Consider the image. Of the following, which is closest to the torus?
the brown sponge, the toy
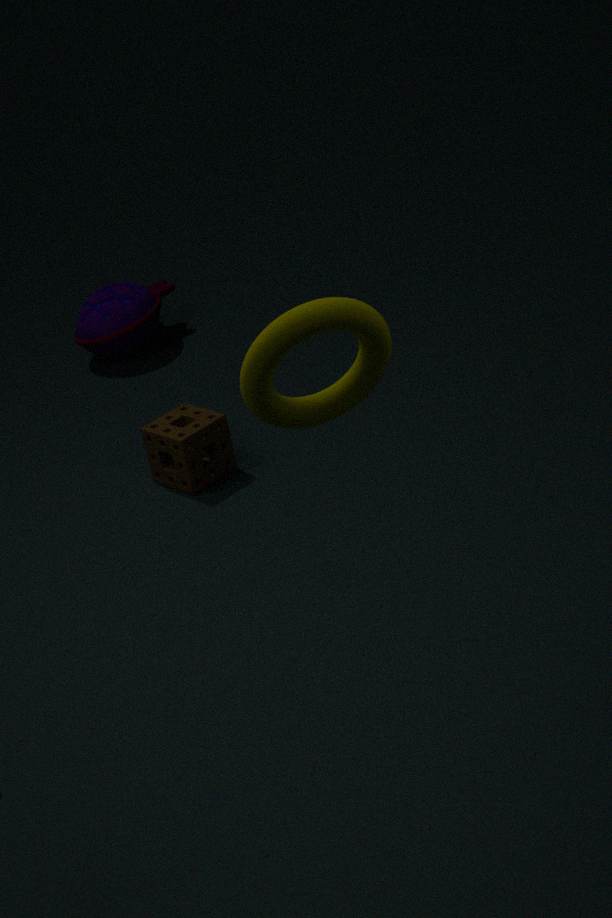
the brown sponge
